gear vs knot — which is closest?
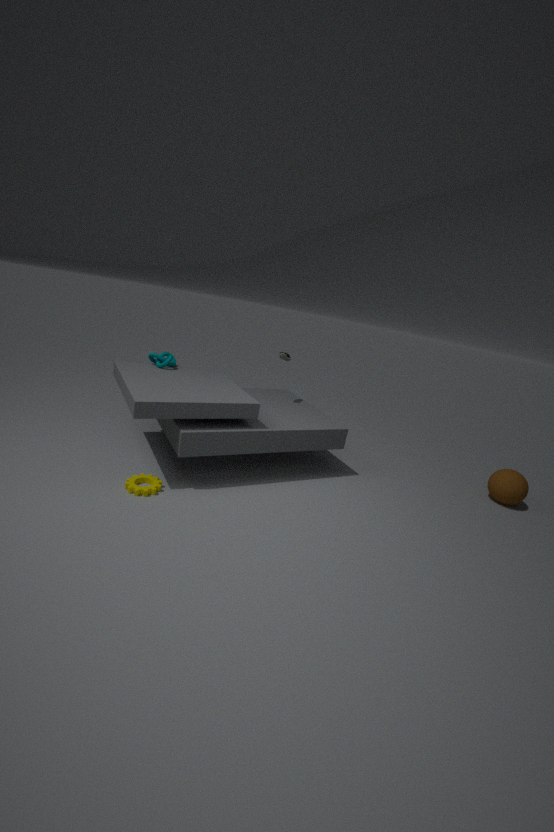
gear
